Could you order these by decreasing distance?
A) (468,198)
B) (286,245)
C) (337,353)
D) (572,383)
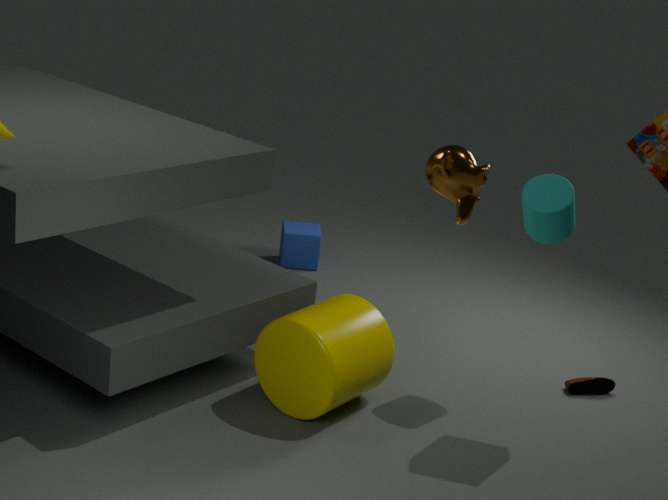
(286,245), (572,383), (337,353), (468,198)
